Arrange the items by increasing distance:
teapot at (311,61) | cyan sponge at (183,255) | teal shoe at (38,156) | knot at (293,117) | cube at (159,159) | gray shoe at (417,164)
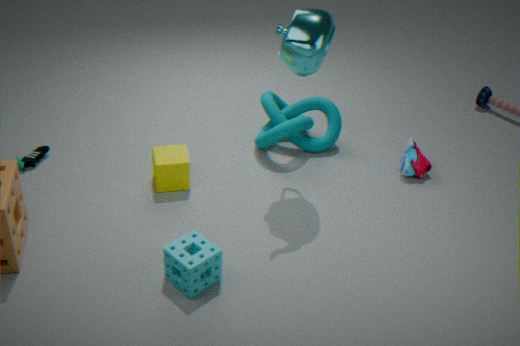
cyan sponge at (183,255), teapot at (311,61), cube at (159,159), teal shoe at (38,156), gray shoe at (417,164), knot at (293,117)
